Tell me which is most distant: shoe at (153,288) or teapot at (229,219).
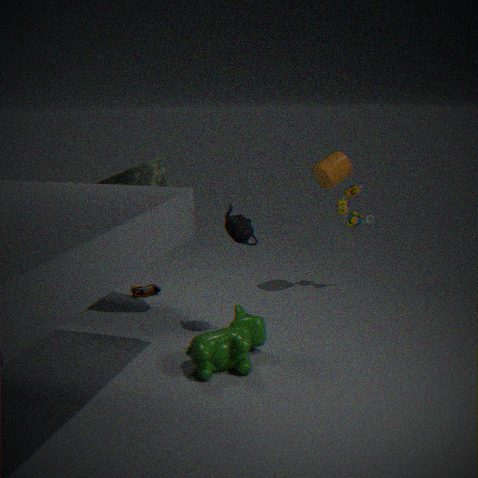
shoe at (153,288)
